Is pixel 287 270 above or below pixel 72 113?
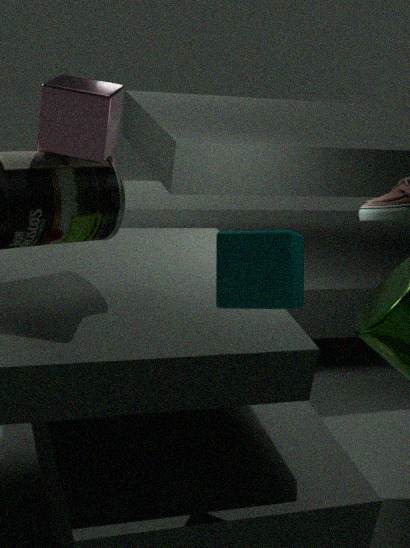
below
